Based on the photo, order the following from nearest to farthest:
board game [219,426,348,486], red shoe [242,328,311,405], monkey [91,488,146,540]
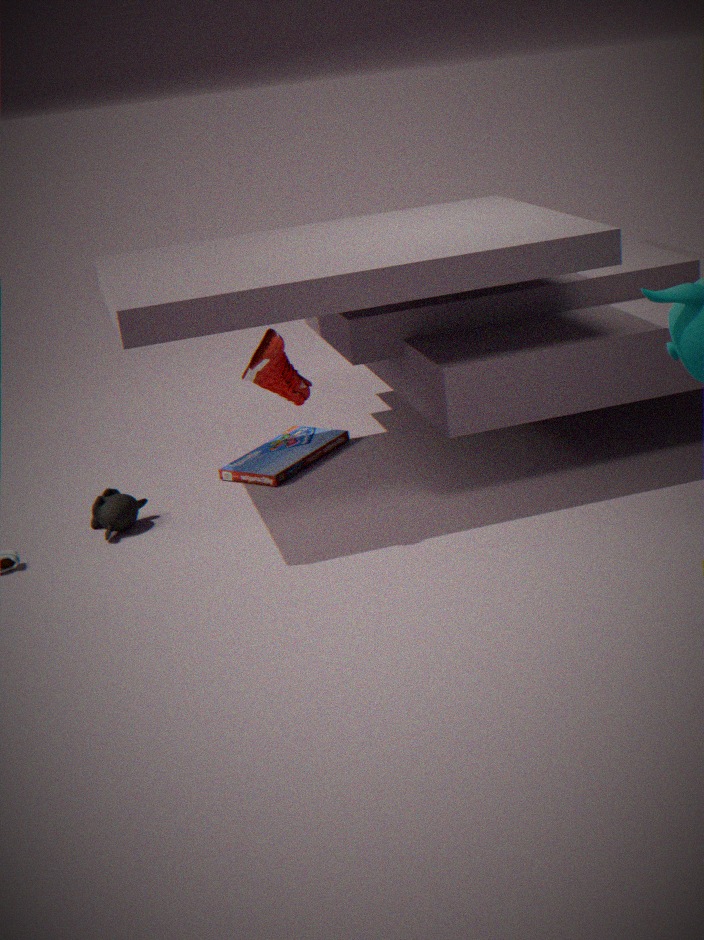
1. red shoe [242,328,311,405]
2. monkey [91,488,146,540]
3. board game [219,426,348,486]
